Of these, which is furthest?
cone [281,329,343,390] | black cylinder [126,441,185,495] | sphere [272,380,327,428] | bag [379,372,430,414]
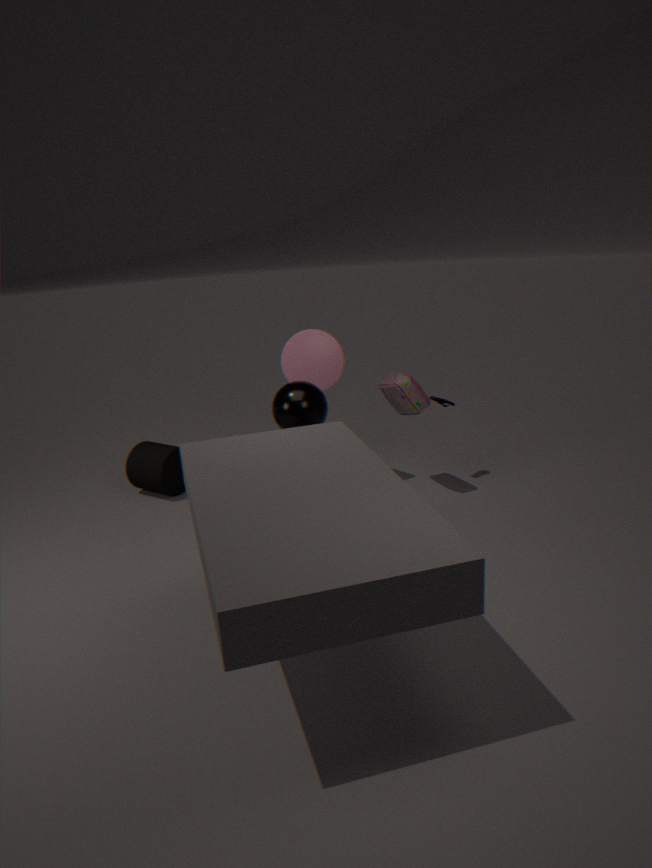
black cylinder [126,441,185,495]
